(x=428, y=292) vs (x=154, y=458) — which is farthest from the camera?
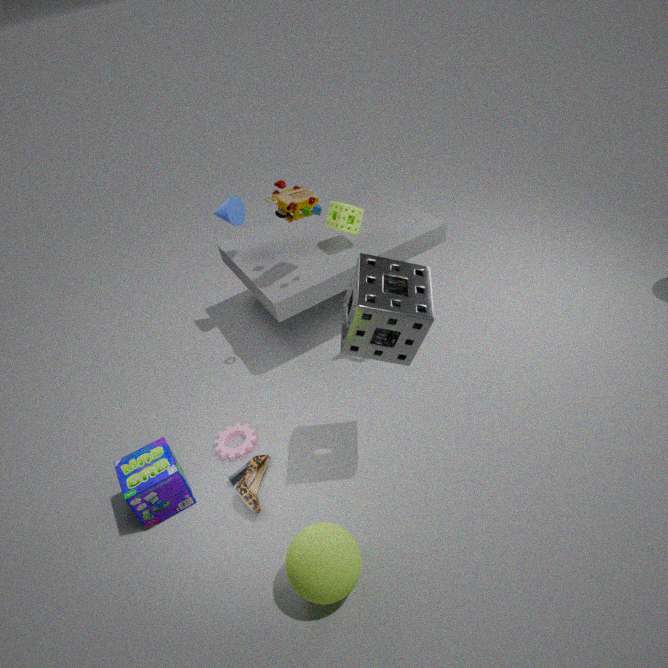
(x=154, y=458)
